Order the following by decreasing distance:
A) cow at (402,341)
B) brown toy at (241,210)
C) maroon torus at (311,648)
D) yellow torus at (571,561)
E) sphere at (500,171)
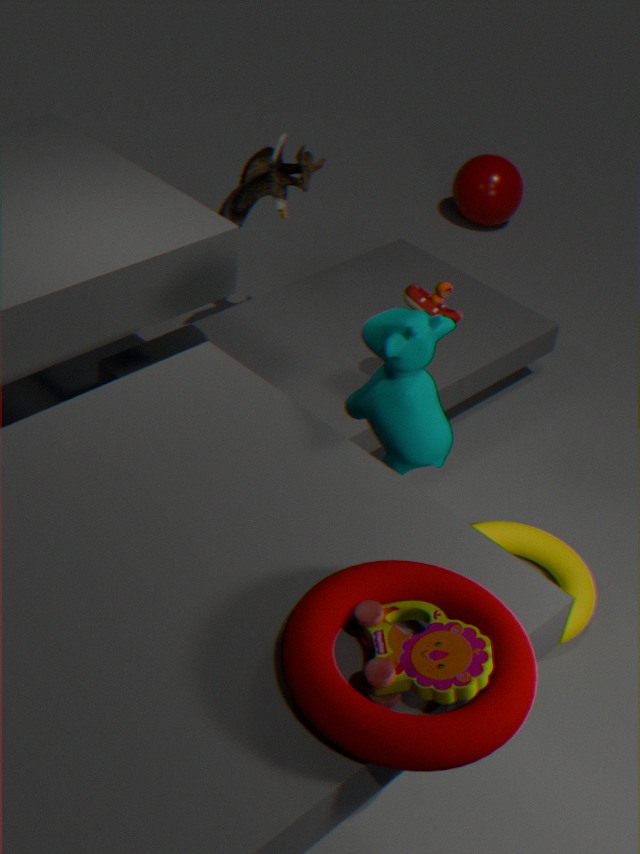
sphere at (500,171) → brown toy at (241,210) → yellow torus at (571,561) → cow at (402,341) → maroon torus at (311,648)
